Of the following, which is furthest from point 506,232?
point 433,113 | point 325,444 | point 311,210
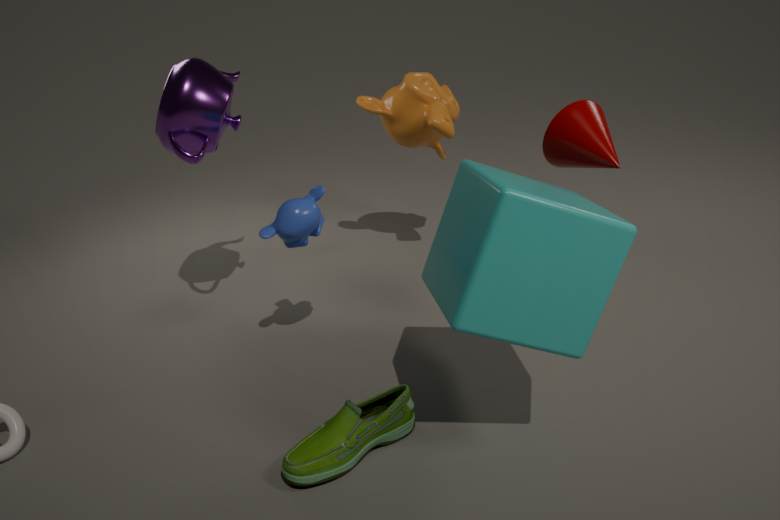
point 433,113
